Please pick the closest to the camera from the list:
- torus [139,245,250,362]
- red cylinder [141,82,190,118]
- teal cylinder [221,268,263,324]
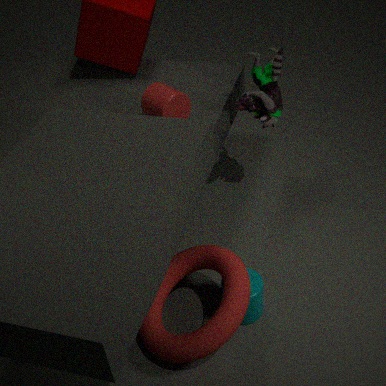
torus [139,245,250,362]
